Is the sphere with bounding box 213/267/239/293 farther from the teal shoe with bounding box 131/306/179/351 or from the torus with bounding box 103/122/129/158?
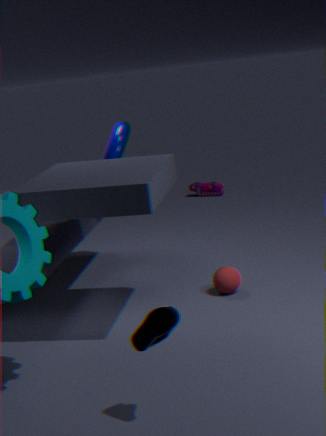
the teal shoe with bounding box 131/306/179/351
